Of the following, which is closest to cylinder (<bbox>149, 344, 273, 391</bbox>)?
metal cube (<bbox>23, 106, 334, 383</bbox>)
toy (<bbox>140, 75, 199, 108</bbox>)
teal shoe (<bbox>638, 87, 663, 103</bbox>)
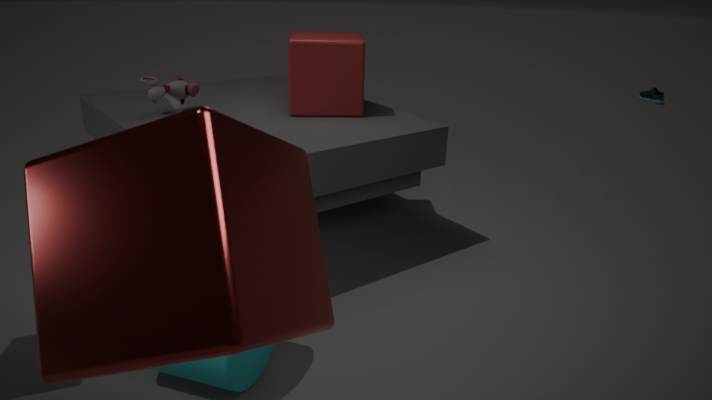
metal cube (<bbox>23, 106, 334, 383</bbox>)
